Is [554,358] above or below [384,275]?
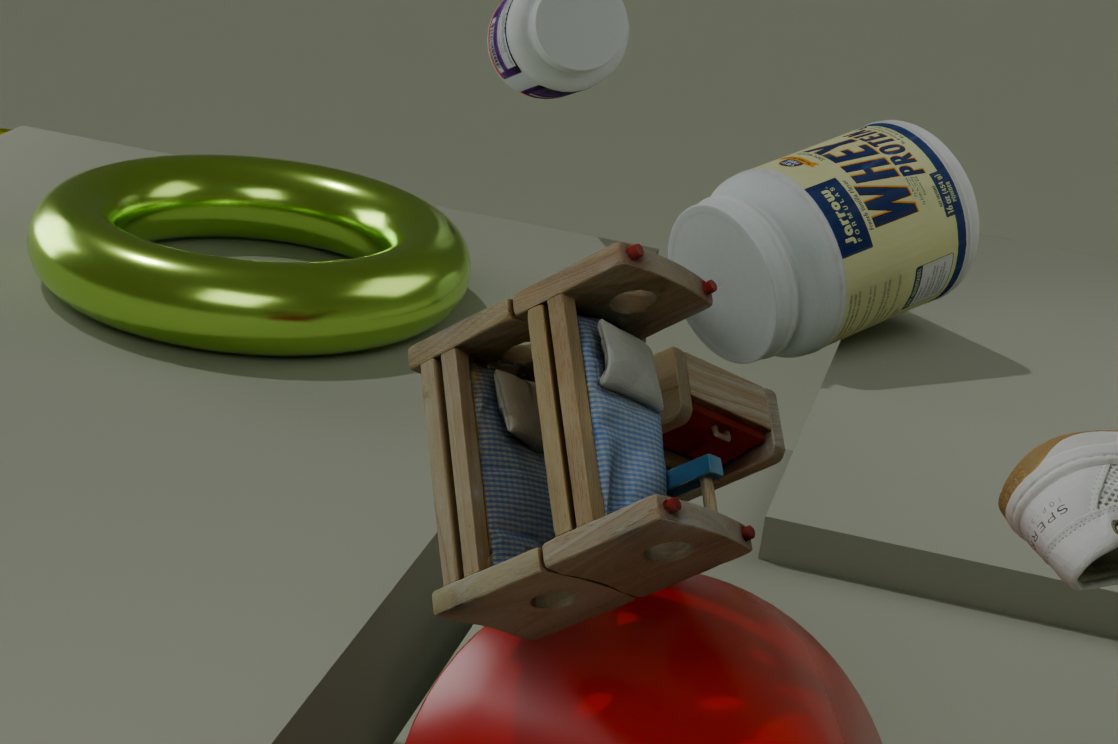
above
